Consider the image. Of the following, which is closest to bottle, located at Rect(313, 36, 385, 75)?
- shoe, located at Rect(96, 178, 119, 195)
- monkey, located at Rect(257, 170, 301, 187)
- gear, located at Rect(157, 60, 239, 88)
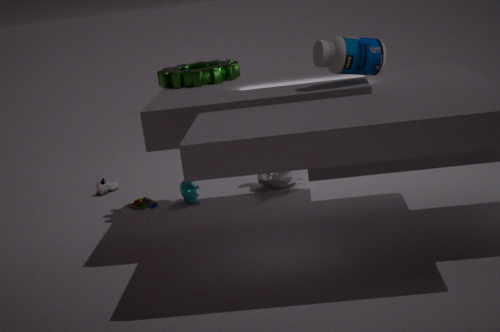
gear, located at Rect(157, 60, 239, 88)
